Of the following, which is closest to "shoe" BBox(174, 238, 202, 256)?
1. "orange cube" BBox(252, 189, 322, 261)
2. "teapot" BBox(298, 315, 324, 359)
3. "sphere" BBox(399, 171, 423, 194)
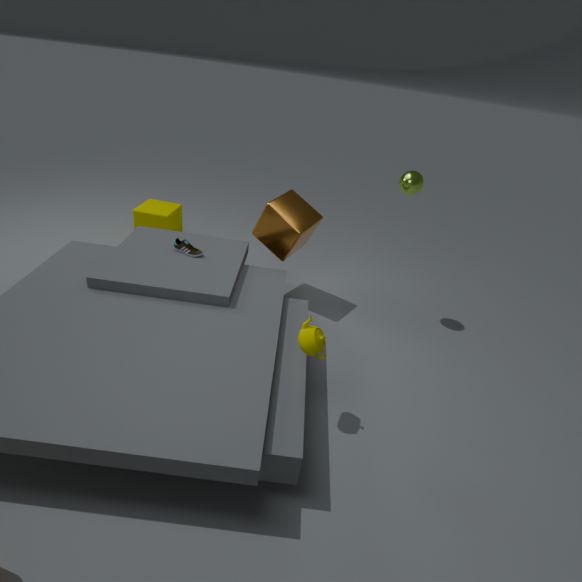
"orange cube" BBox(252, 189, 322, 261)
